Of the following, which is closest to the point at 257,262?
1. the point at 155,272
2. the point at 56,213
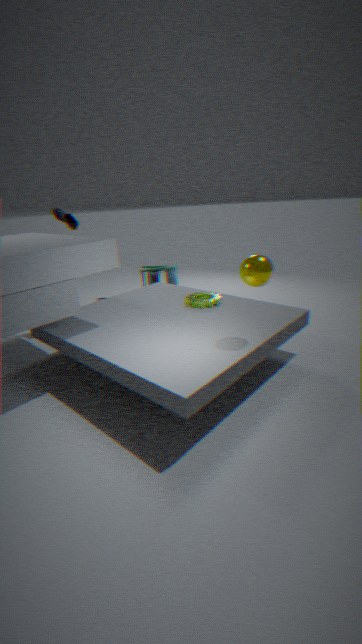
the point at 56,213
